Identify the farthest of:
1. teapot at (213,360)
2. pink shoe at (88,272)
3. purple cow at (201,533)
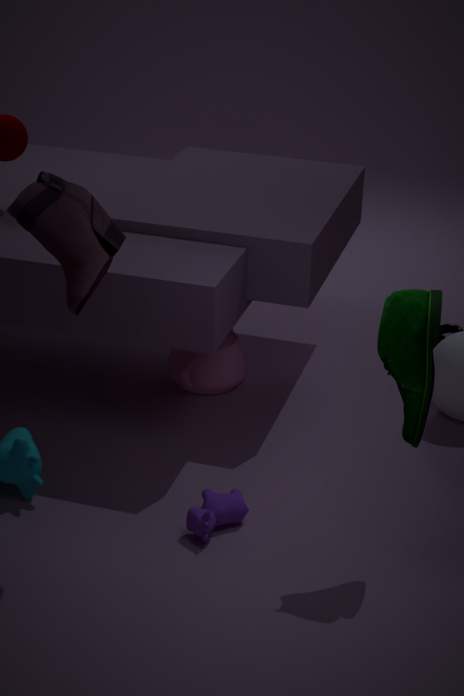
teapot at (213,360)
